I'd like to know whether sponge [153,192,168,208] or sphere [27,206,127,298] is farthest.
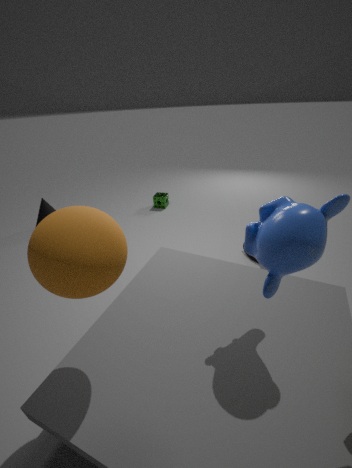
sponge [153,192,168,208]
